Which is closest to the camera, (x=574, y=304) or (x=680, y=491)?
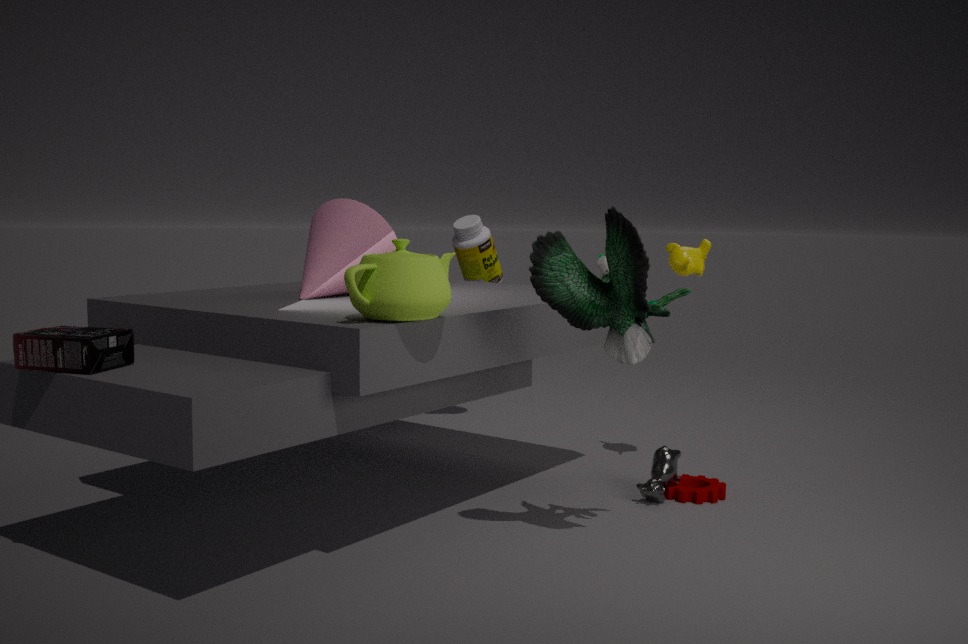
(x=574, y=304)
